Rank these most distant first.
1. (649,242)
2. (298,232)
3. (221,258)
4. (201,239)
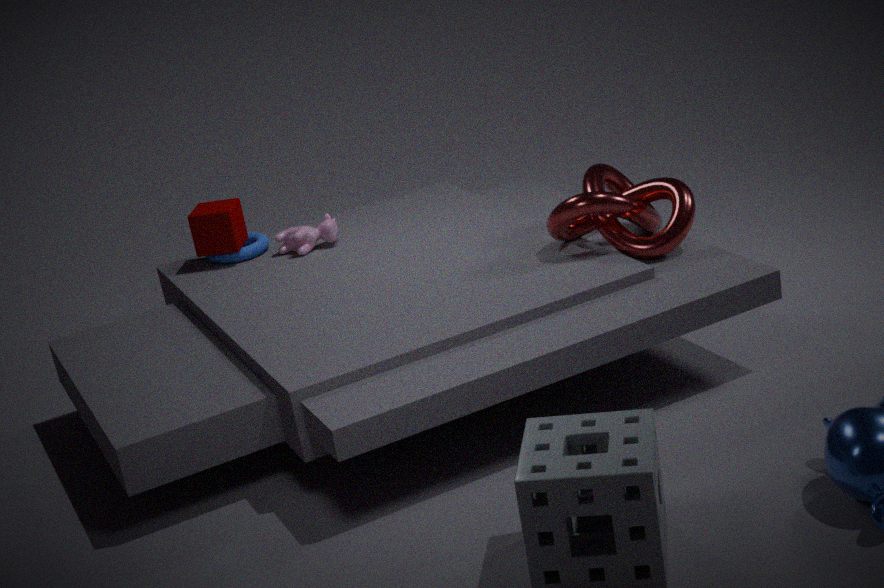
(221,258), (201,239), (298,232), (649,242)
